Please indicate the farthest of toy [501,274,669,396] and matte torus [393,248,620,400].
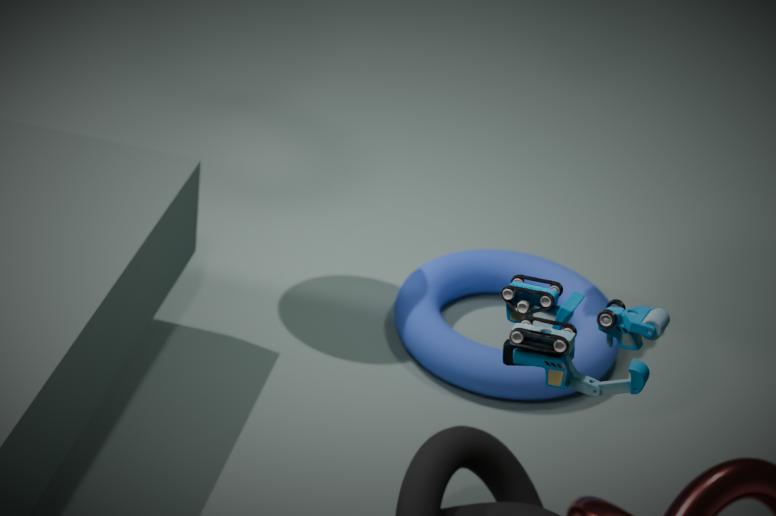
matte torus [393,248,620,400]
